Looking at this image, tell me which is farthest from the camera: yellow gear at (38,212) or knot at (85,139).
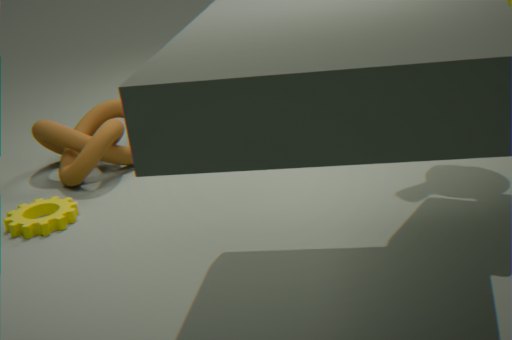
knot at (85,139)
